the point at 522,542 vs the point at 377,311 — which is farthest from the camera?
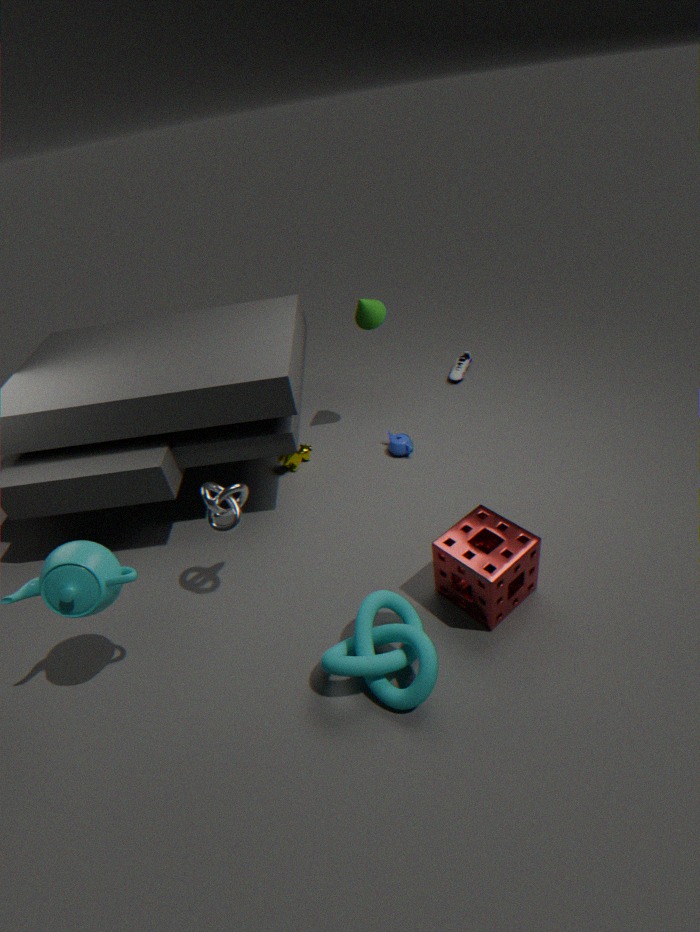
the point at 377,311
